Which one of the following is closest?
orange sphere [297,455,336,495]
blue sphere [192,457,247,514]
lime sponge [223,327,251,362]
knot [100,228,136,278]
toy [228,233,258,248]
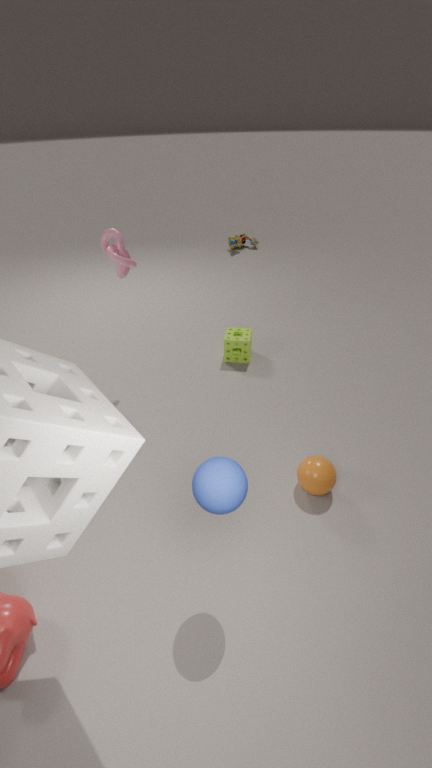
blue sphere [192,457,247,514]
